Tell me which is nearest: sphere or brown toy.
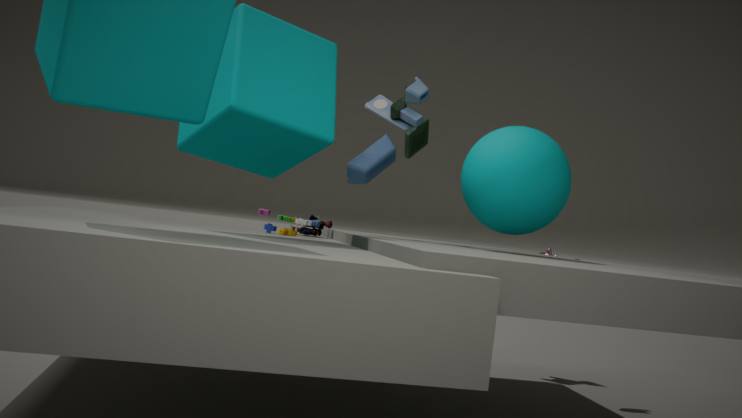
sphere
